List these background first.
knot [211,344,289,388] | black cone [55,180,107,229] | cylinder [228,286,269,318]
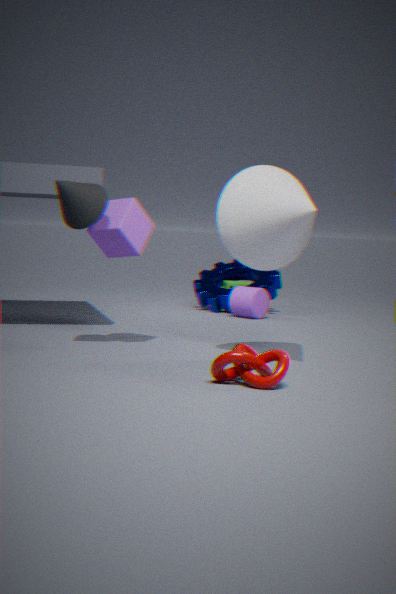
cylinder [228,286,269,318] → black cone [55,180,107,229] → knot [211,344,289,388]
